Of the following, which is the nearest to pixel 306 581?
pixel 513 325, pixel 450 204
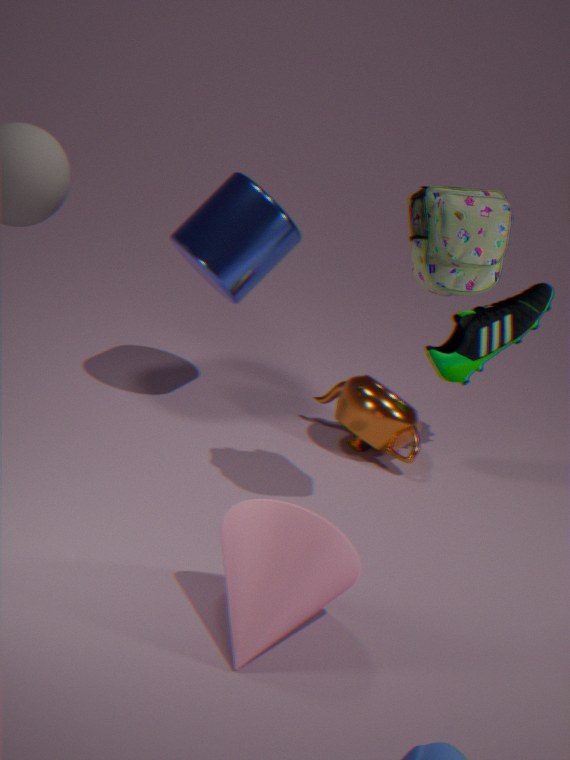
pixel 450 204
